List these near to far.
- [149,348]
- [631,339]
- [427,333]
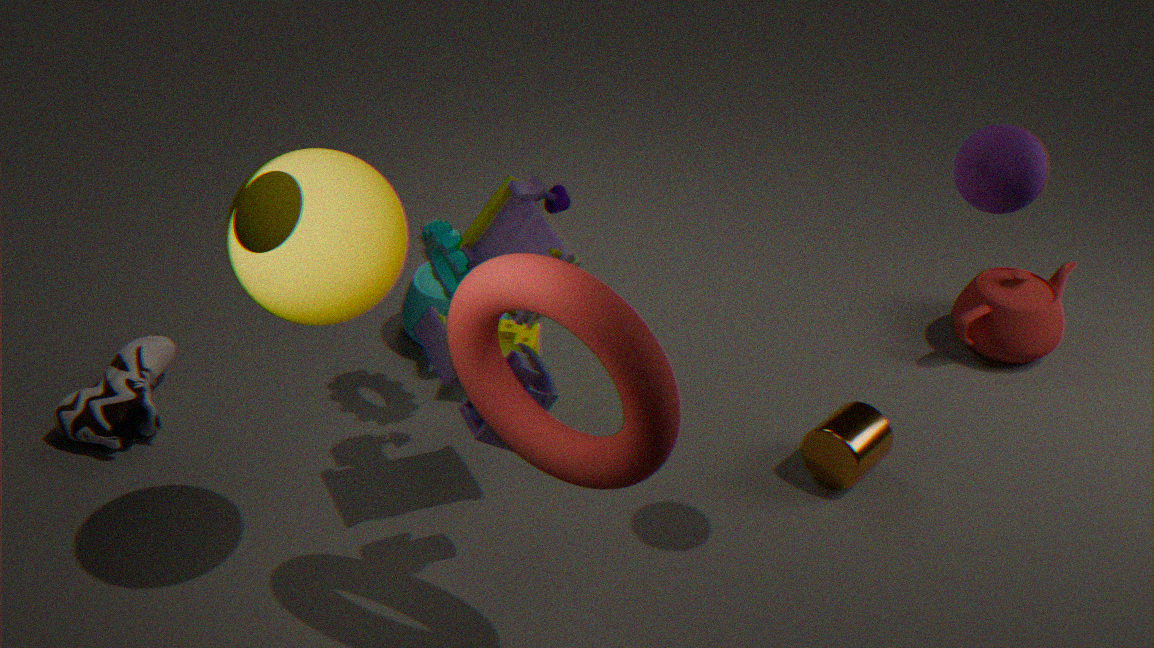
[631,339], [427,333], [149,348]
